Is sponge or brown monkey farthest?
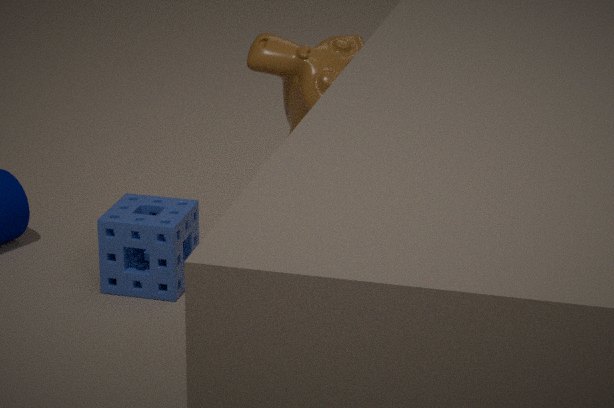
sponge
